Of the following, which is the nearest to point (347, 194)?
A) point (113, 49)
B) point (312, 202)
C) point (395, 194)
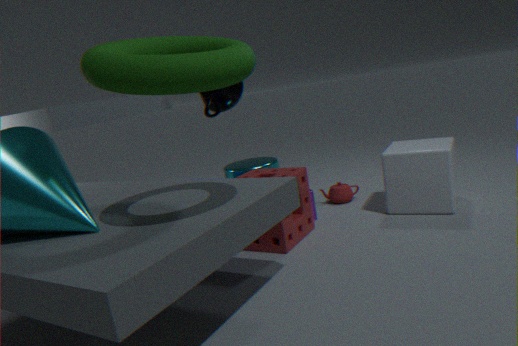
point (312, 202)
